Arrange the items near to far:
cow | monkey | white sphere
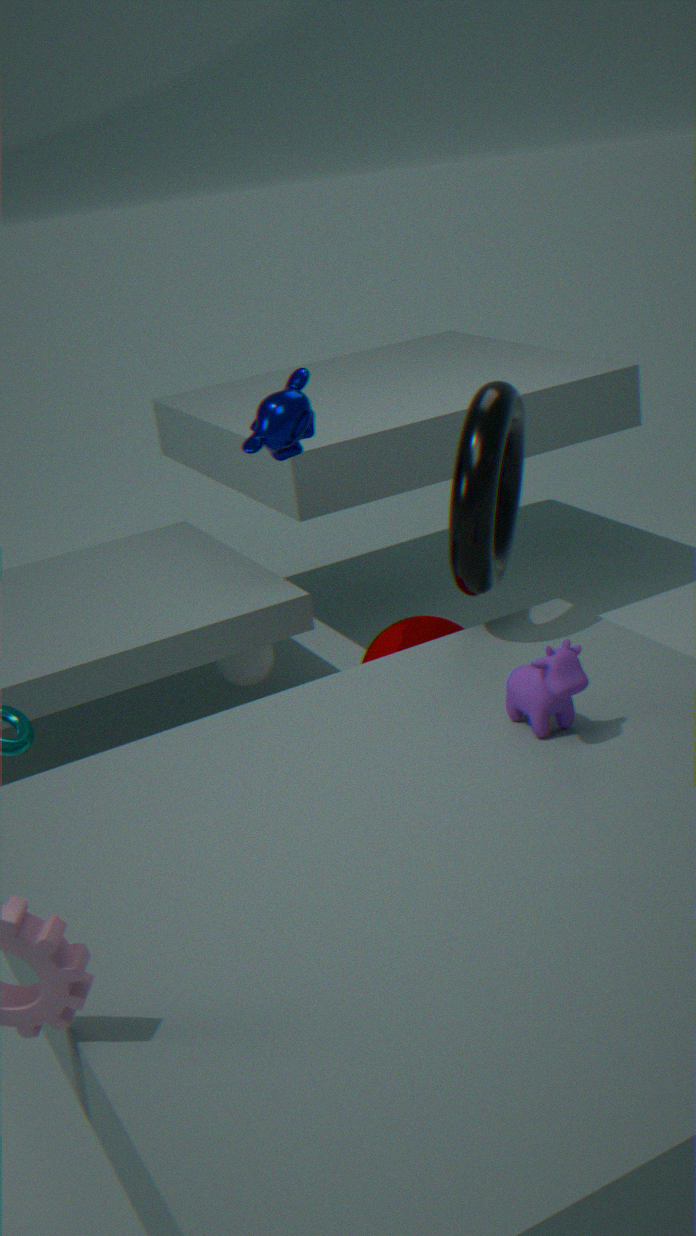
1. cow
2. monkey
3. white sphere
